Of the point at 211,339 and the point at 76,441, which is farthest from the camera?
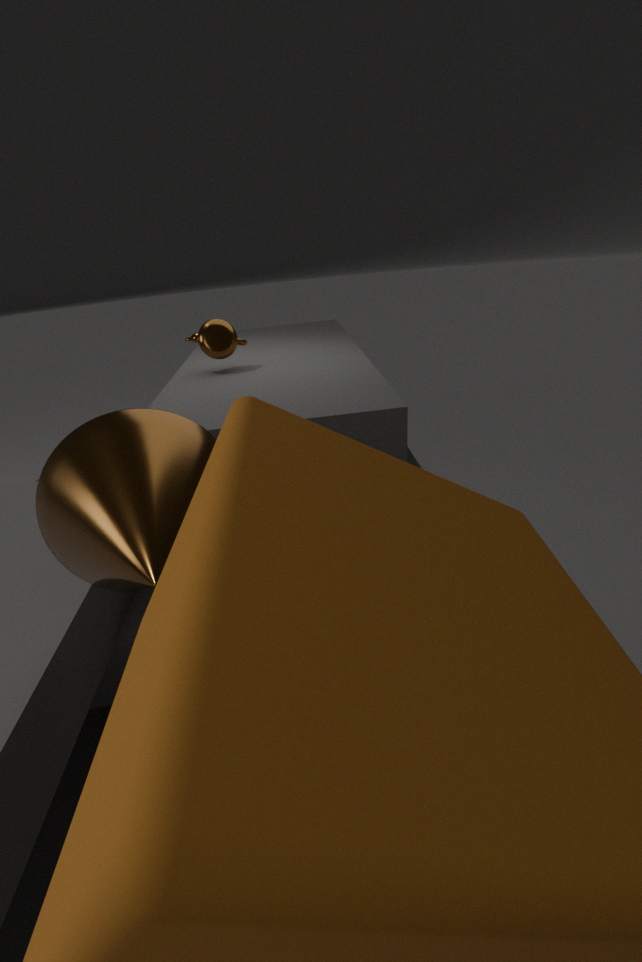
the point at 211,339
